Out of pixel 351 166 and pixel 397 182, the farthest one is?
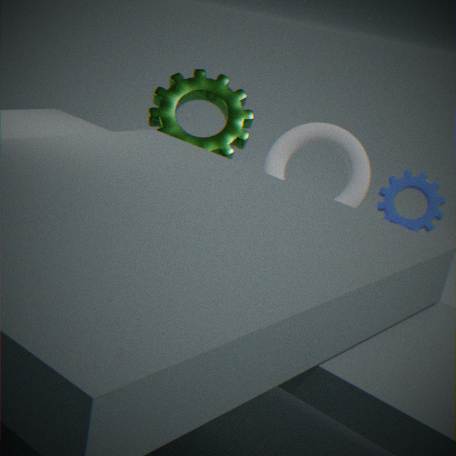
pixel 351 166
